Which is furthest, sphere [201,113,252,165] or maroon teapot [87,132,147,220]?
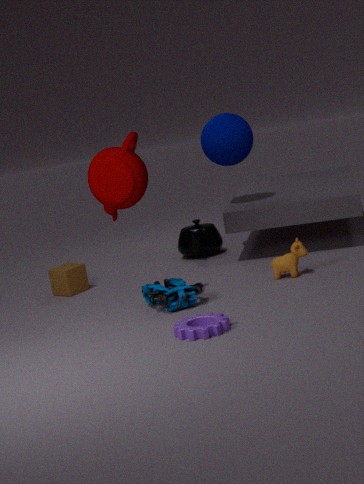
sphere [201,113,252,165]
